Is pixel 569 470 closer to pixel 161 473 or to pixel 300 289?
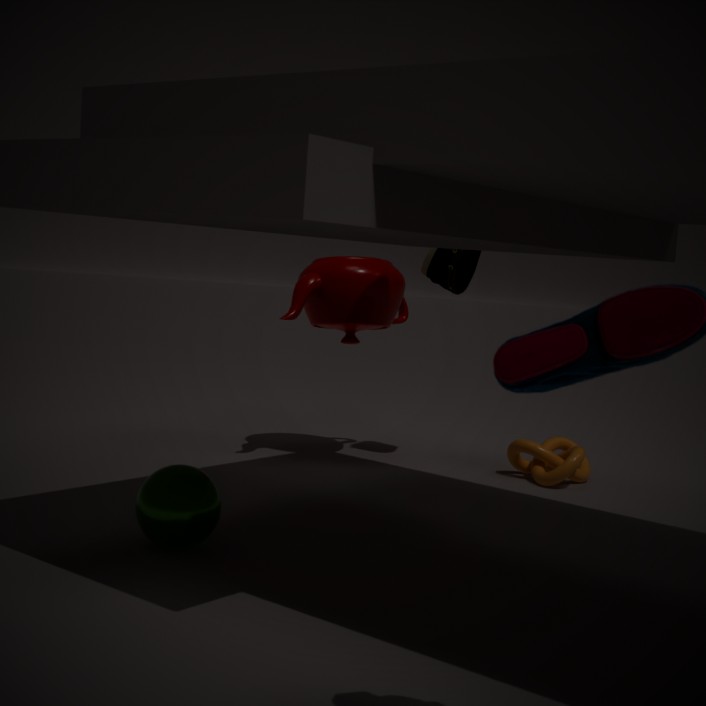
pixel 300 289
